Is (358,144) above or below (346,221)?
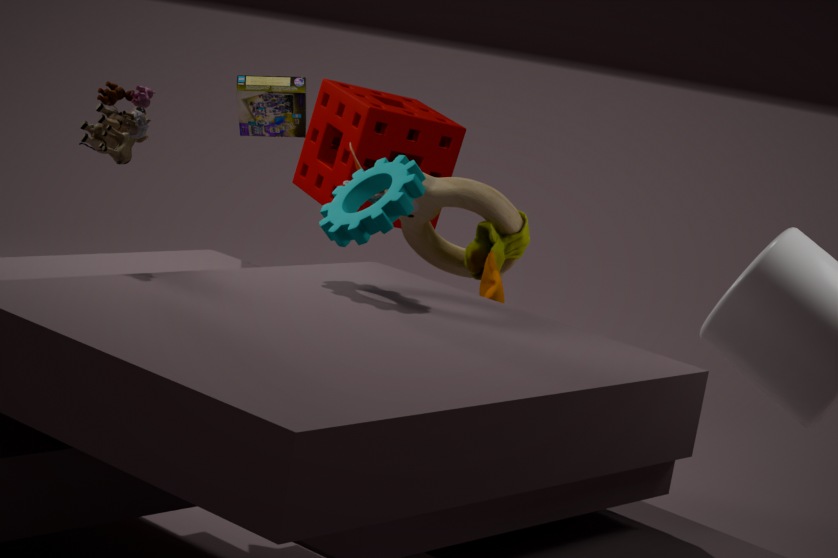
below
